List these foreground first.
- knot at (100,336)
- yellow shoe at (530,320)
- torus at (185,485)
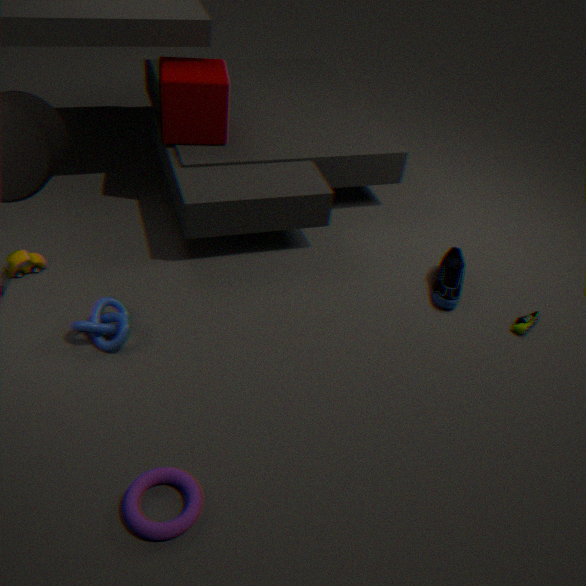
torus at (185,485) < knot at (100,336) < yellow shoe at (530,320)
